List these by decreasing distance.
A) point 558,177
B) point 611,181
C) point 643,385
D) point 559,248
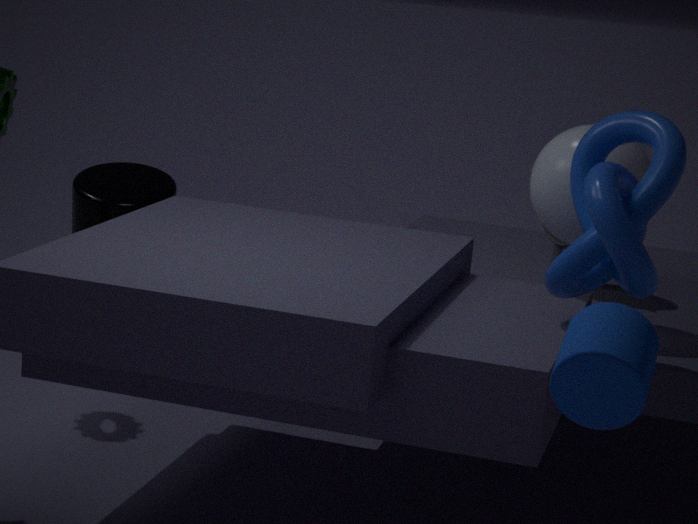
1. point 559,248
2. point 558,177
3. point 611,181
4. point 643,385
